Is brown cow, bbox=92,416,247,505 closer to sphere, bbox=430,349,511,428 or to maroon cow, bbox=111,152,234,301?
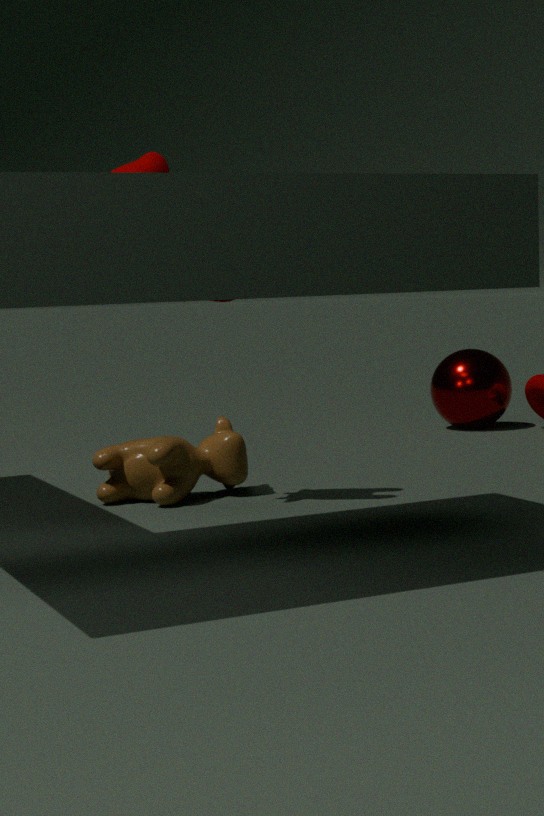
maroon cow, bbox=111,152,234,301
